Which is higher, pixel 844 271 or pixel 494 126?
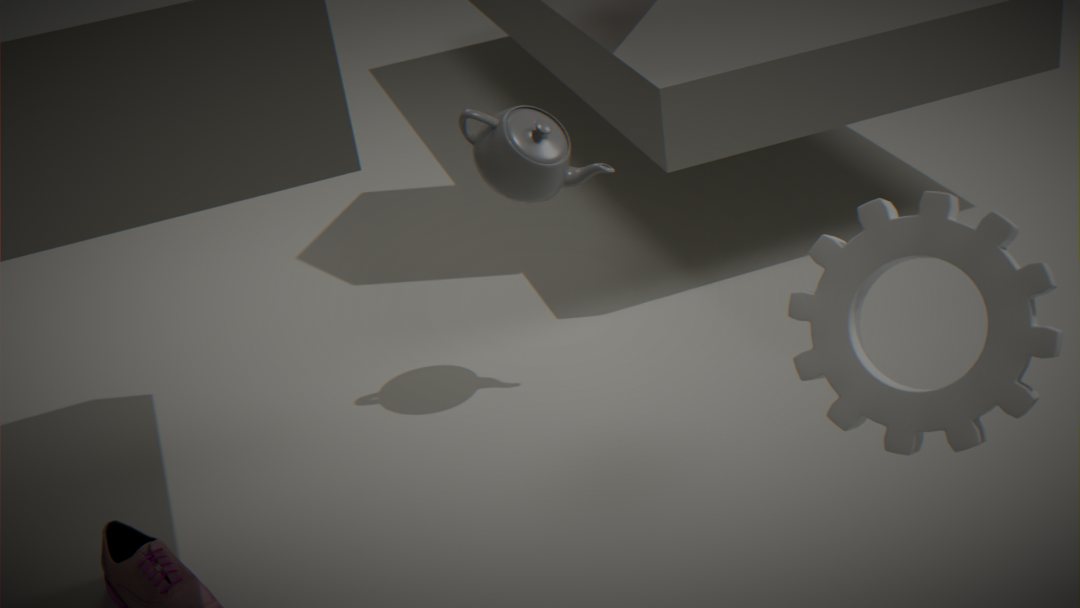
pixel 844 271
